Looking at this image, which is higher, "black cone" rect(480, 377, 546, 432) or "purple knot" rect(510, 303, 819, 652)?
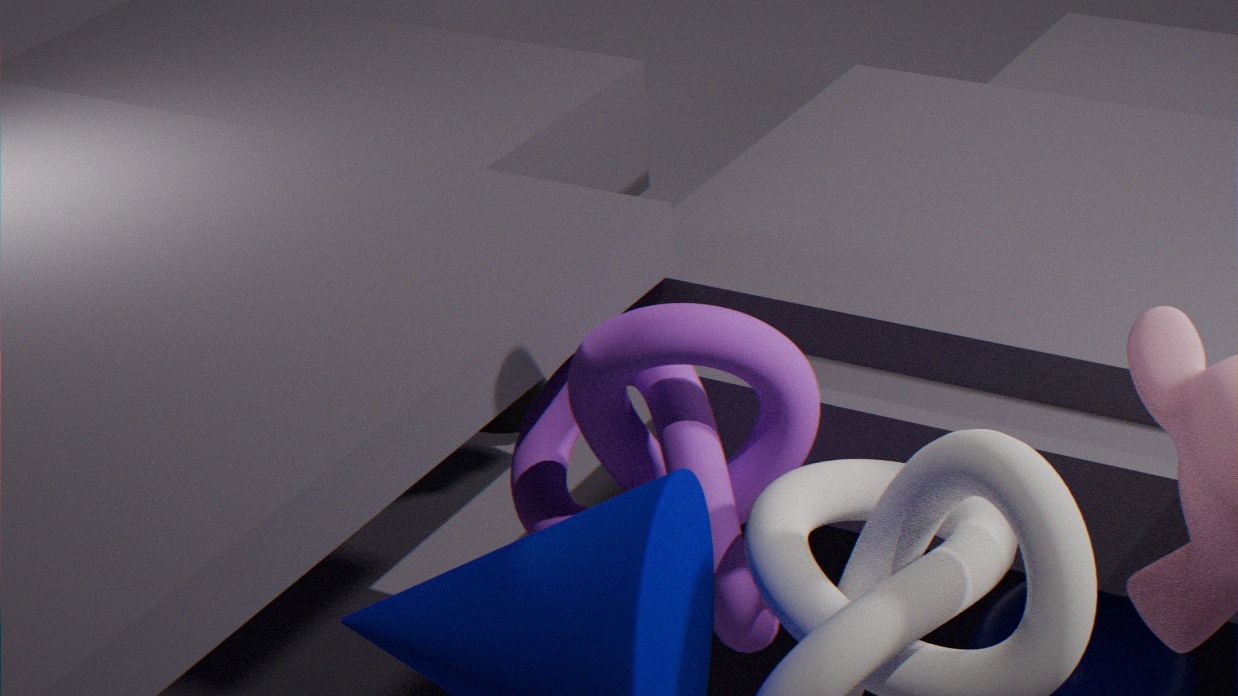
"purple knot" rect(510, 303, 819, 652)
